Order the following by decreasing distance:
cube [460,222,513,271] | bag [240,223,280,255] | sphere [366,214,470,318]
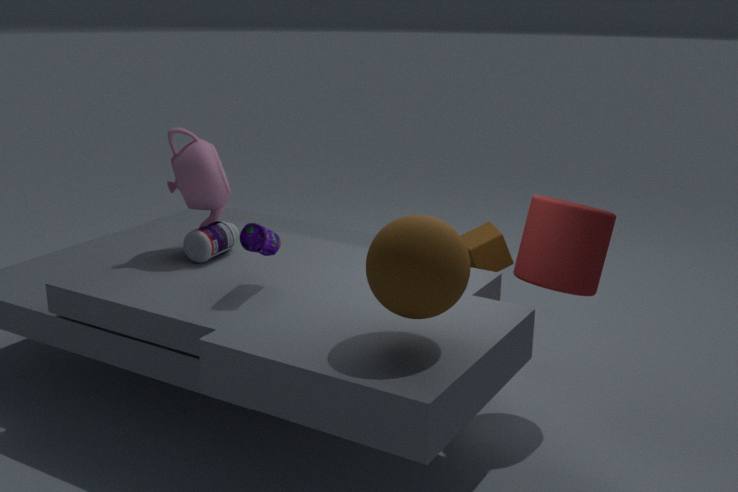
cube [460,222,513,271] → bag [240,223,280,255] → sphere [366,214,470,318]
